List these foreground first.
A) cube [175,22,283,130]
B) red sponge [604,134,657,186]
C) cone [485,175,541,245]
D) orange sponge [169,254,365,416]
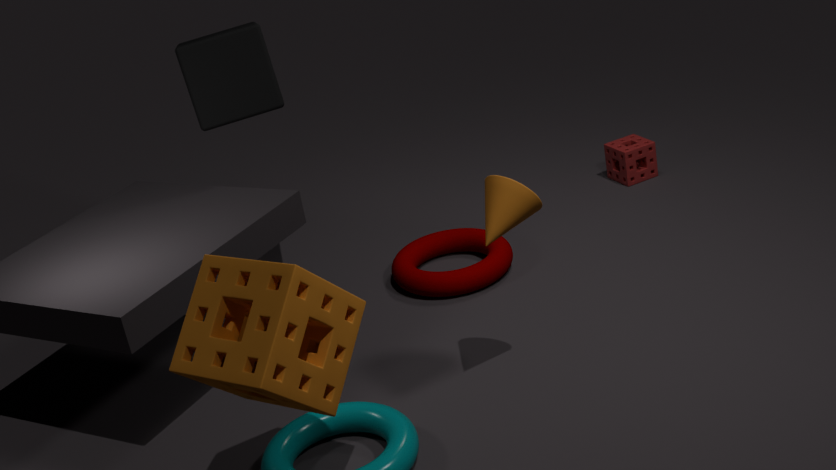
orange sponge [169,254,365,416] < cone [485,175,541,245] < cube [175,22,283,130] < red sponge [604,134,657,186]
